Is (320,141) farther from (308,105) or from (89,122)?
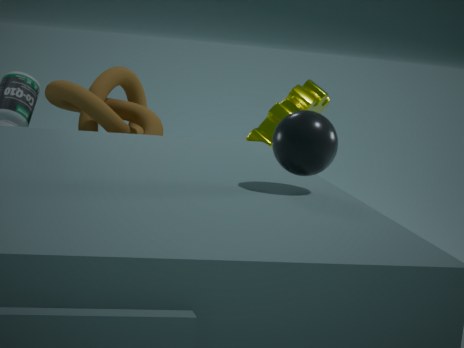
(89,122)
